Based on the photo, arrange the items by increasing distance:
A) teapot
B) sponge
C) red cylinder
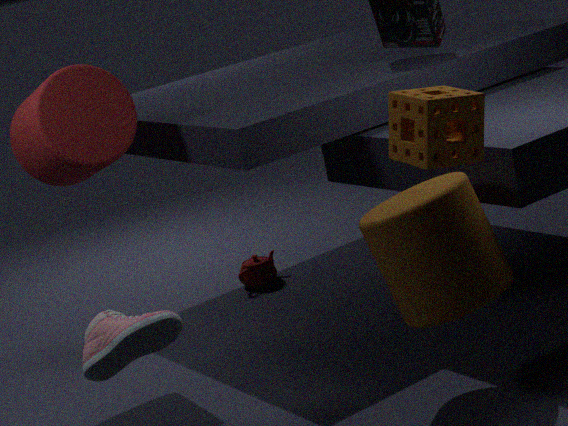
sponge < red cylinder < teapot
